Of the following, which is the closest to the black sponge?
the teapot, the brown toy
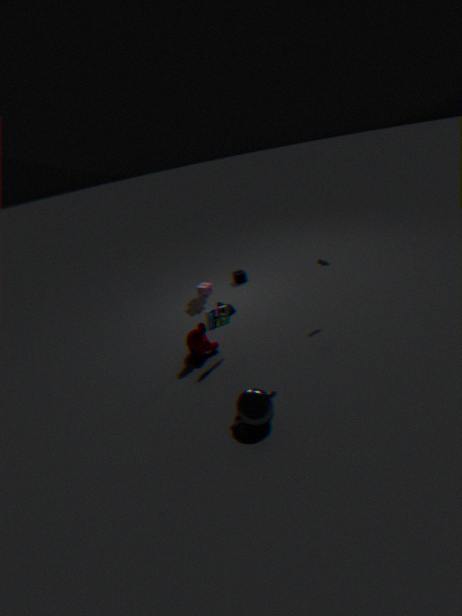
the brown toy
